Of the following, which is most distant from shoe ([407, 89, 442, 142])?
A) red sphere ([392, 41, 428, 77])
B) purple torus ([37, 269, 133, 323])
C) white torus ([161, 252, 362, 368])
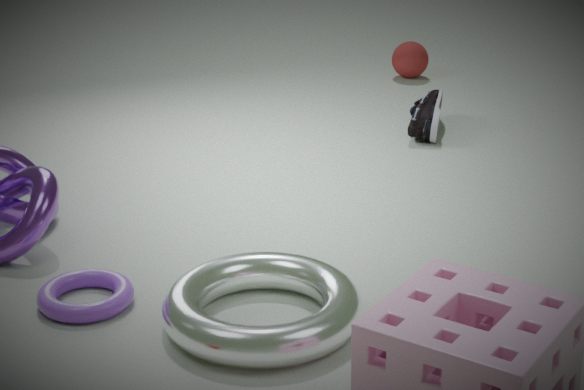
purple torus ([37, 269, 133, 323])
